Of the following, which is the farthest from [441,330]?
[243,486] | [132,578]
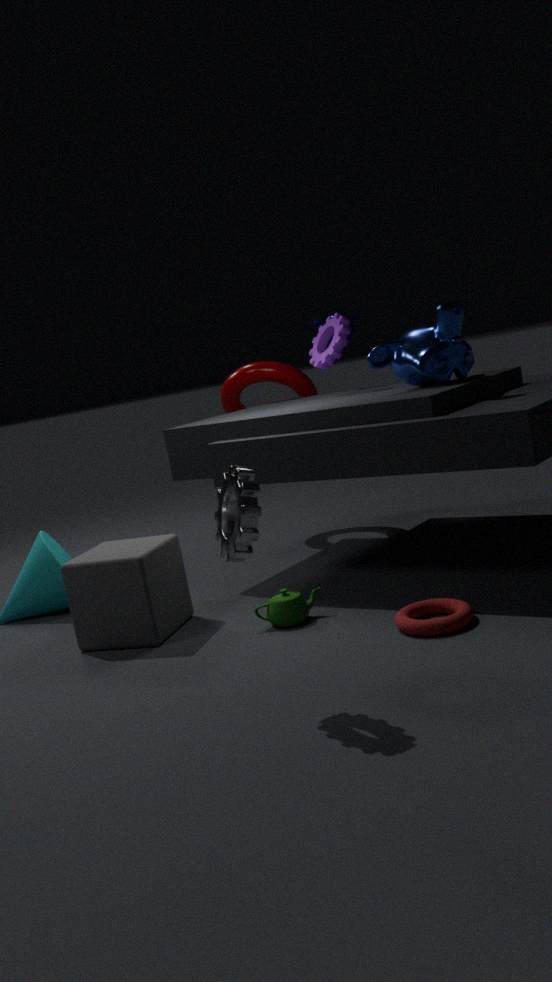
[132,578]
